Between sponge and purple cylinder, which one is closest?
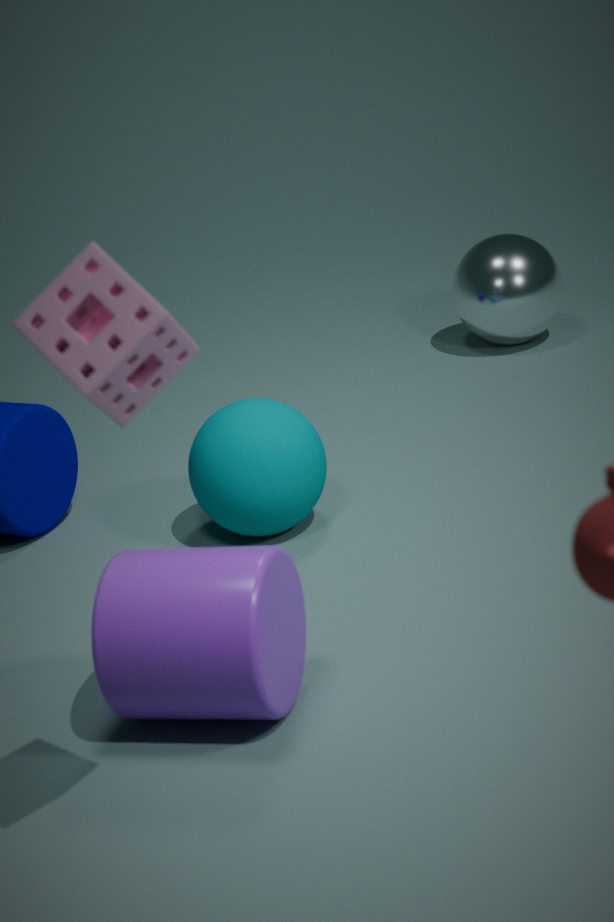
sponge
